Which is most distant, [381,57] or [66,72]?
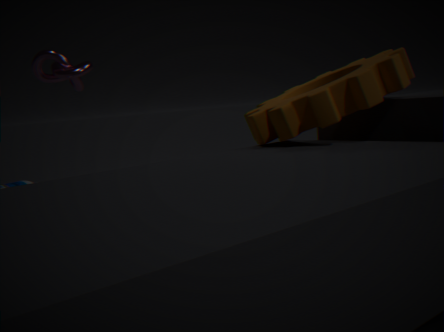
[66,72]
